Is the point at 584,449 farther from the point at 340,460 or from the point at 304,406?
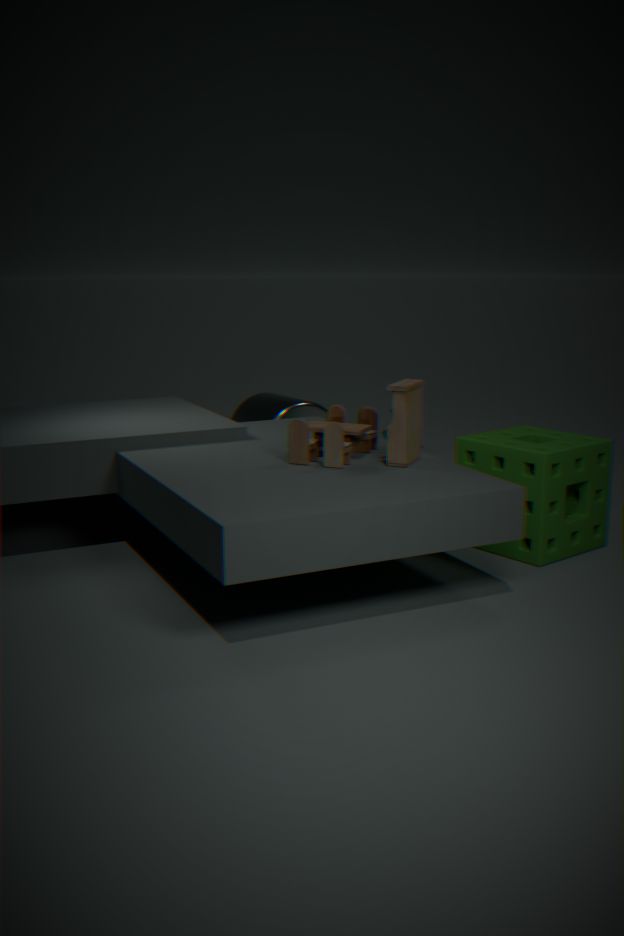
the point at 304,406
